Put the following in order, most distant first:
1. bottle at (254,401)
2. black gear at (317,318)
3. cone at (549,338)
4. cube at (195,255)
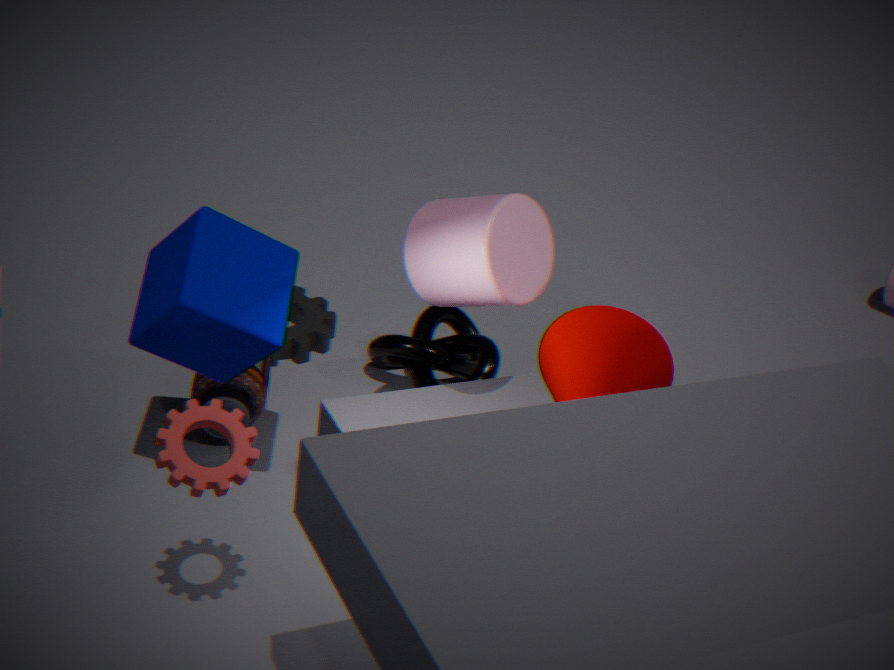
1. black gear at (317,318)
2. bottle at (254,401)
3. cone at (549,338)
4. cube at (195,255)
